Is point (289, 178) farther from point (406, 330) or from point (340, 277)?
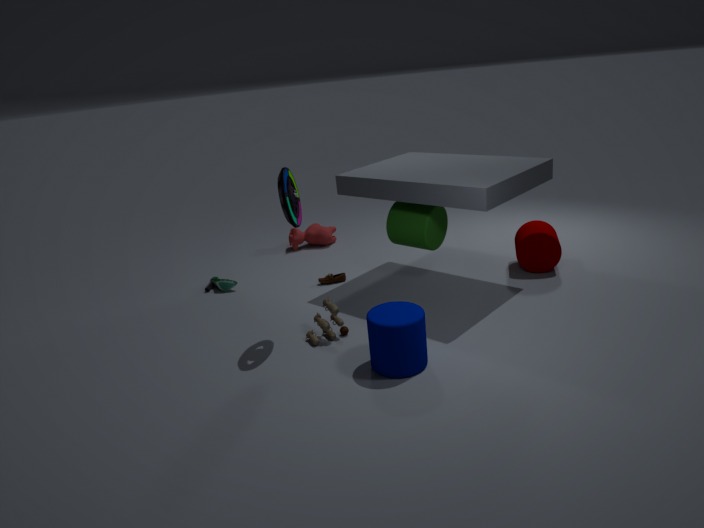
point (340, 277)
